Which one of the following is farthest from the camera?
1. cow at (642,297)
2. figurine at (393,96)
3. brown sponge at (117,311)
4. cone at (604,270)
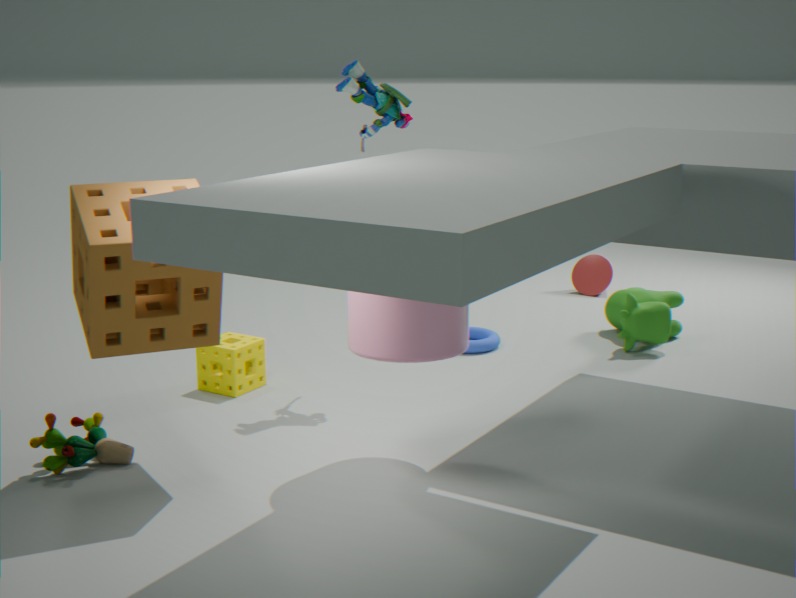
cone at (604,270)
